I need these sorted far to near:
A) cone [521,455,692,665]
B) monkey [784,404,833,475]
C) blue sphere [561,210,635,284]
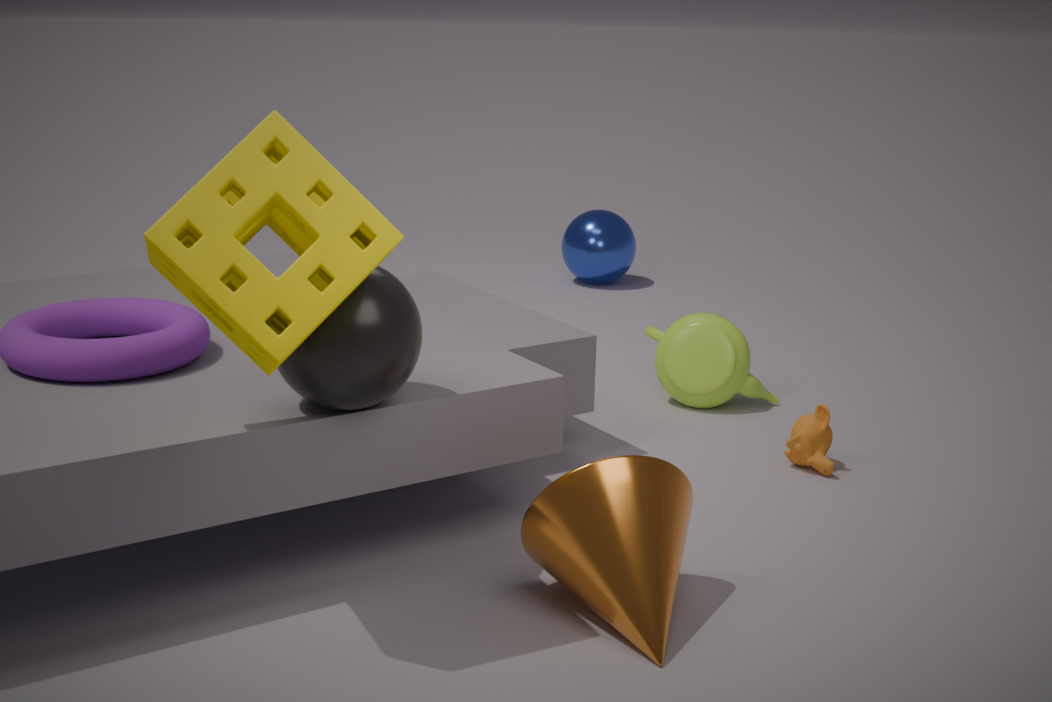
blue sphere [561,210,635,284] → monkey [784,404,833,475] → cone [521,455,692,665]
